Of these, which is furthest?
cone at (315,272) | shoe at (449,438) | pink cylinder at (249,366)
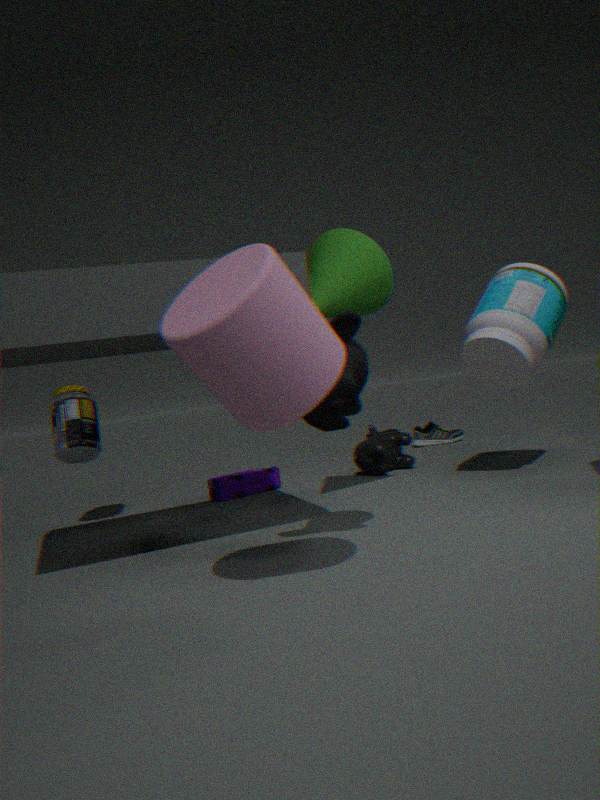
shoe at (449,438)
